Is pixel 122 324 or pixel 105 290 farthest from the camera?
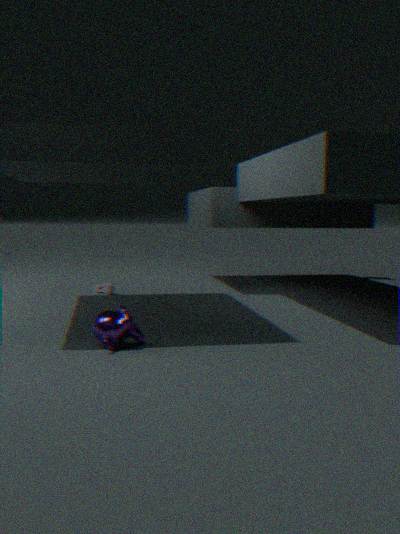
pixel 105 290
